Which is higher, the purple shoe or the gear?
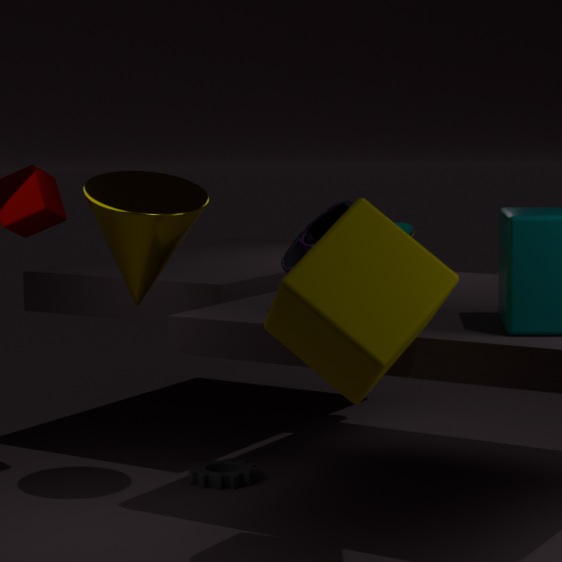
the purple shoe
